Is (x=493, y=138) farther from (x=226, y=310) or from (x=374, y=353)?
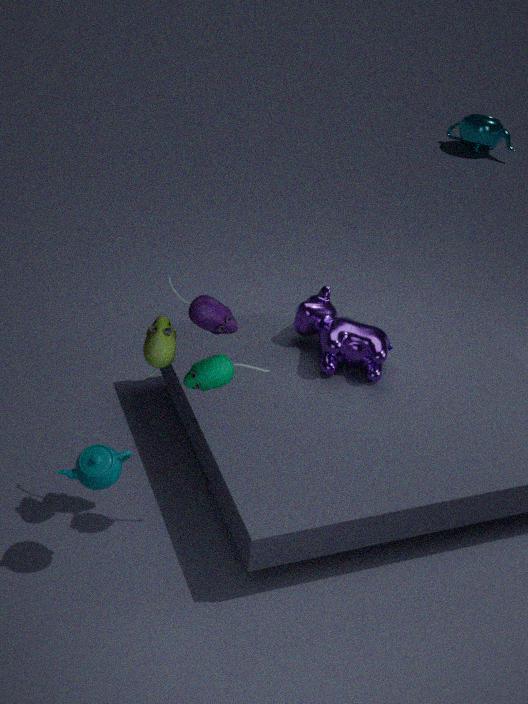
(x=226, y=310)
